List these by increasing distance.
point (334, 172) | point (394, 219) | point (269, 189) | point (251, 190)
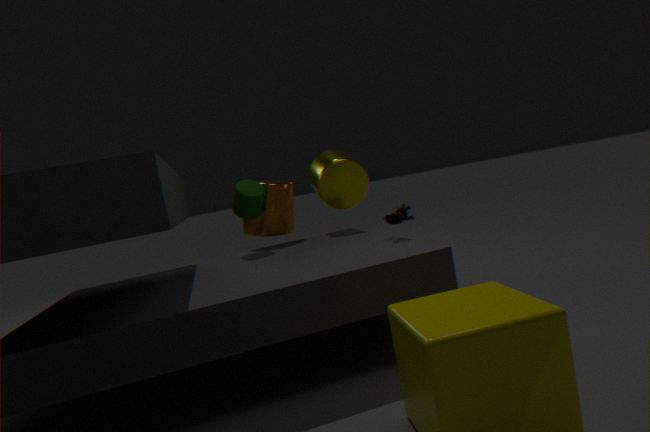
point (394, 219) < point (251, 190) < point (269, 189) < point (334, 172)
